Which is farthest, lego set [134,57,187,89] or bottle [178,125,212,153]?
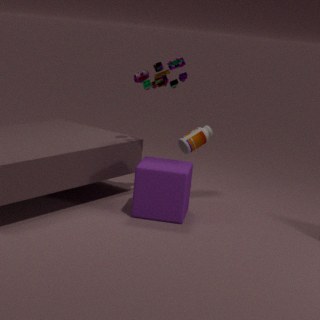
bottle [178,125,212,153]
